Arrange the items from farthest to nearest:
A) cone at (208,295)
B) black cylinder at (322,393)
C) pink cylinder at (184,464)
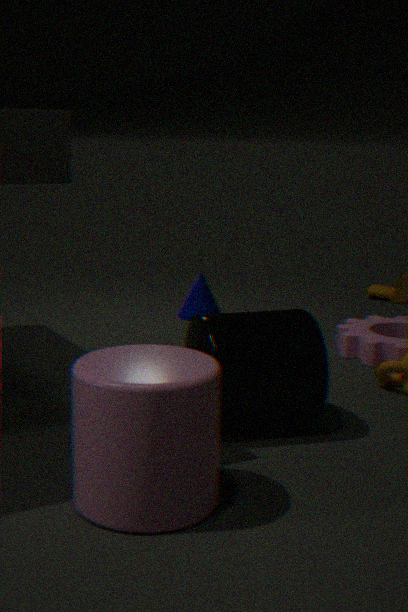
A. cone at (208,295), B. black cylinder at (322,393), C. pink cylinder at (184,464)
